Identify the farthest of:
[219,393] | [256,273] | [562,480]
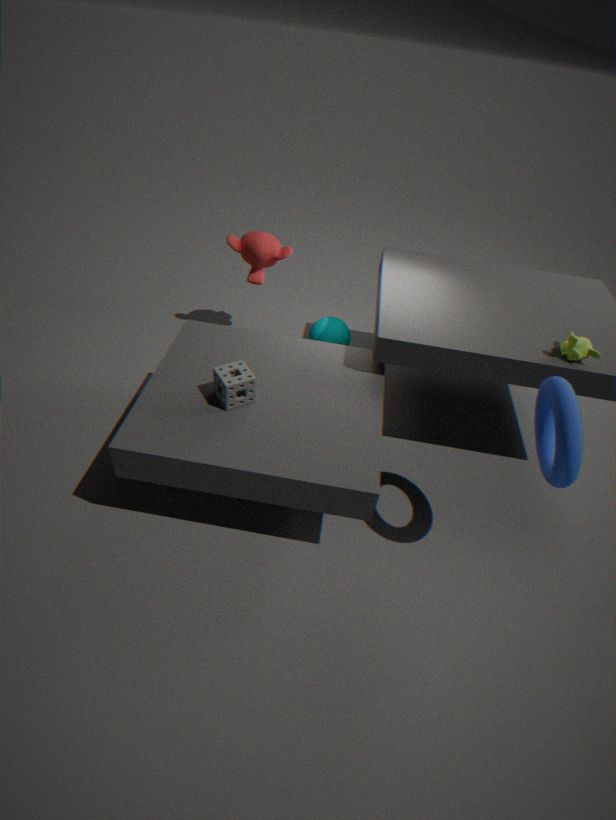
[256,273]
